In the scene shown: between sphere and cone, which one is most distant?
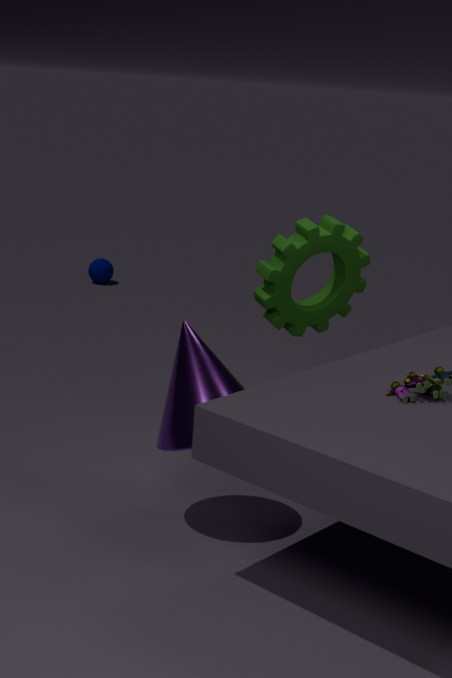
sphere
